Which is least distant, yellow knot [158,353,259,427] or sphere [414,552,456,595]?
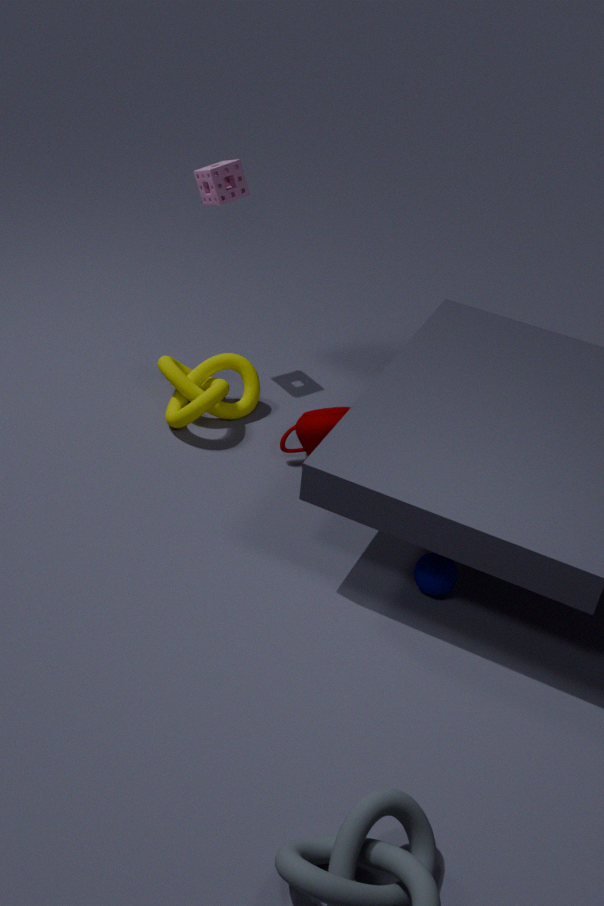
sphere [414,552,456,595]
